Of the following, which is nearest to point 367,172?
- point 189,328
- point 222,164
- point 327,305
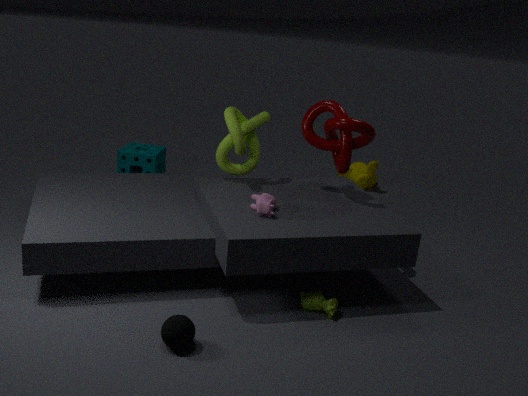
point 222,164
